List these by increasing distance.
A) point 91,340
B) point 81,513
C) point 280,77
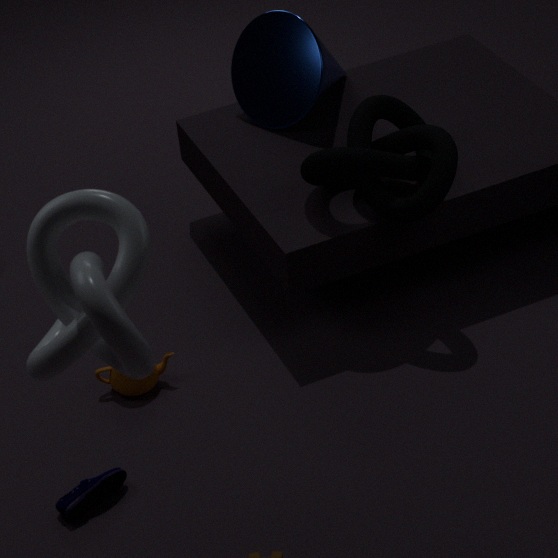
1. point 91,340
2. point 81,513
3. point 280,77
